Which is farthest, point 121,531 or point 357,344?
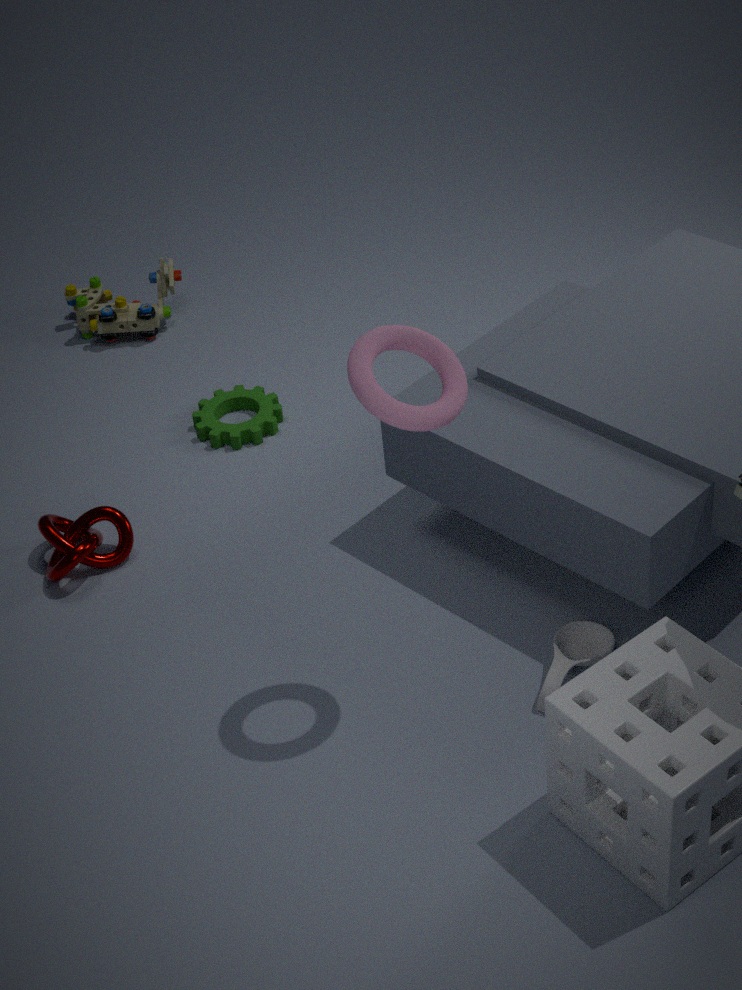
point 121,531
